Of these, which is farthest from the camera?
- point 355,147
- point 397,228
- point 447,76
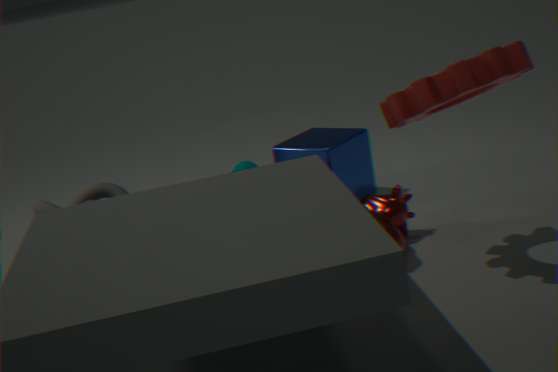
point 355,147
